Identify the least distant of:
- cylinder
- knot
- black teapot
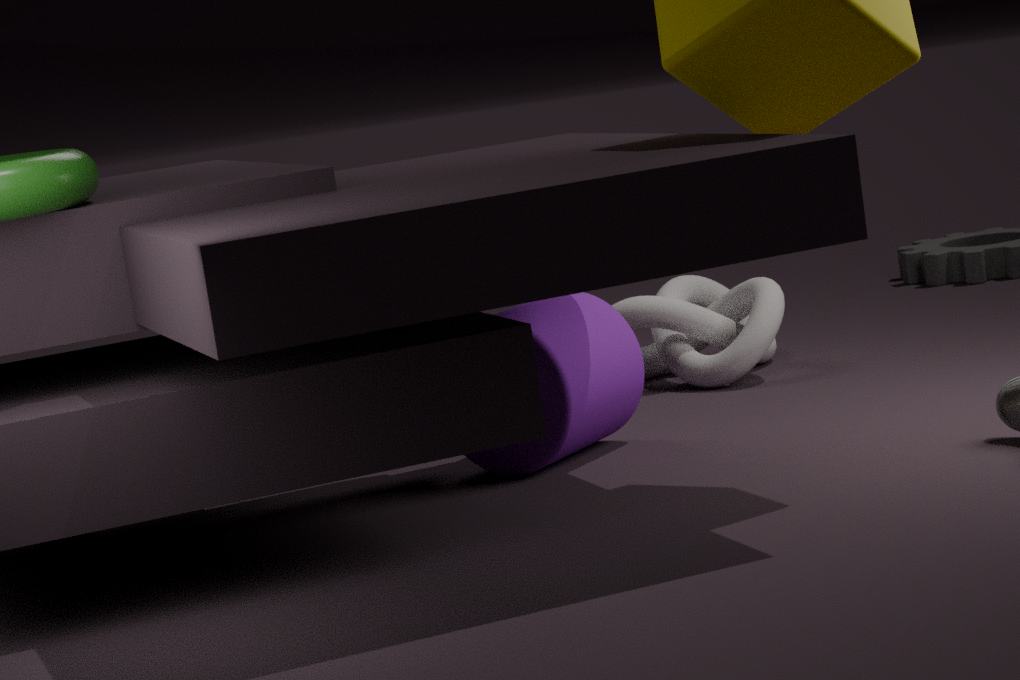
black teapot
